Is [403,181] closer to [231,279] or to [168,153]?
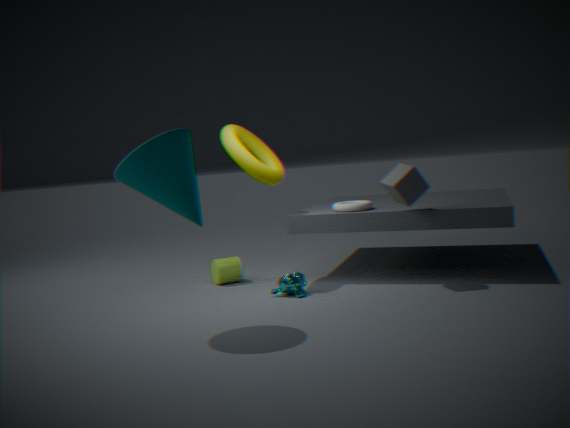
[231,279]
